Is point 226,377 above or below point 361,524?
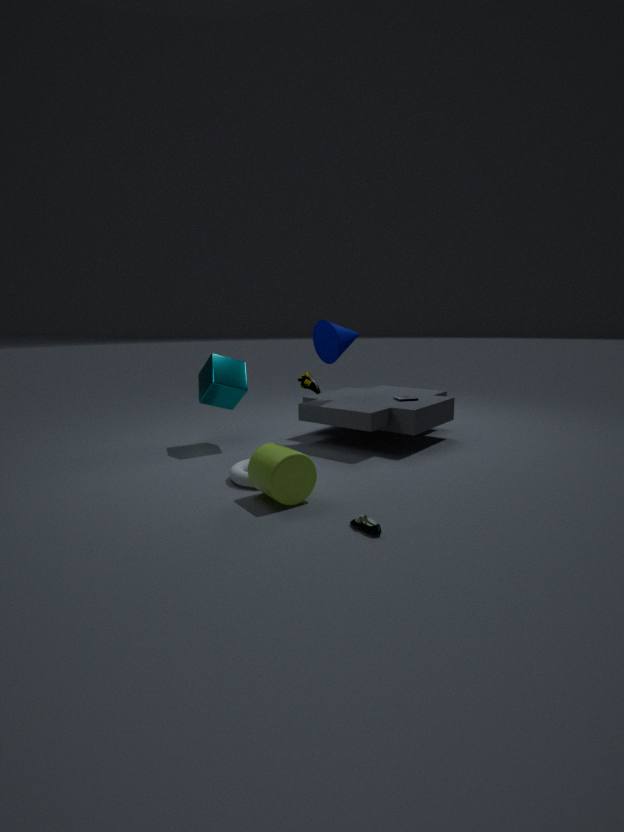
above
